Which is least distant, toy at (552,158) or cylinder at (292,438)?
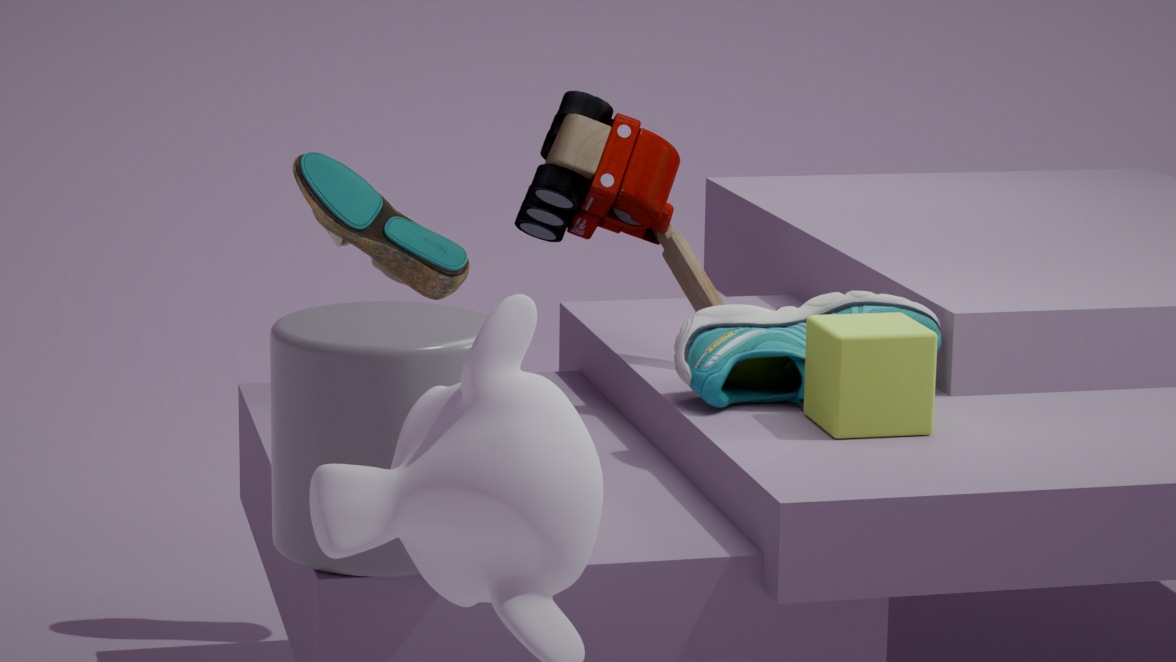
cylinder at (292,438)
